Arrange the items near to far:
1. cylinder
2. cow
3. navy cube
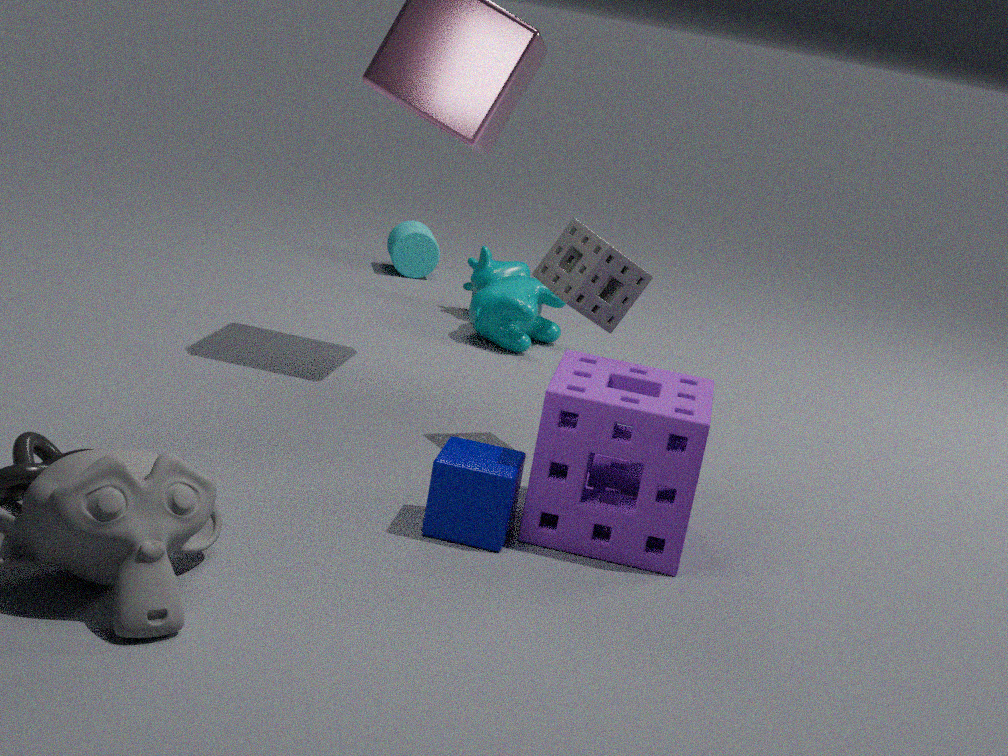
navy cube, cow, cylinder
